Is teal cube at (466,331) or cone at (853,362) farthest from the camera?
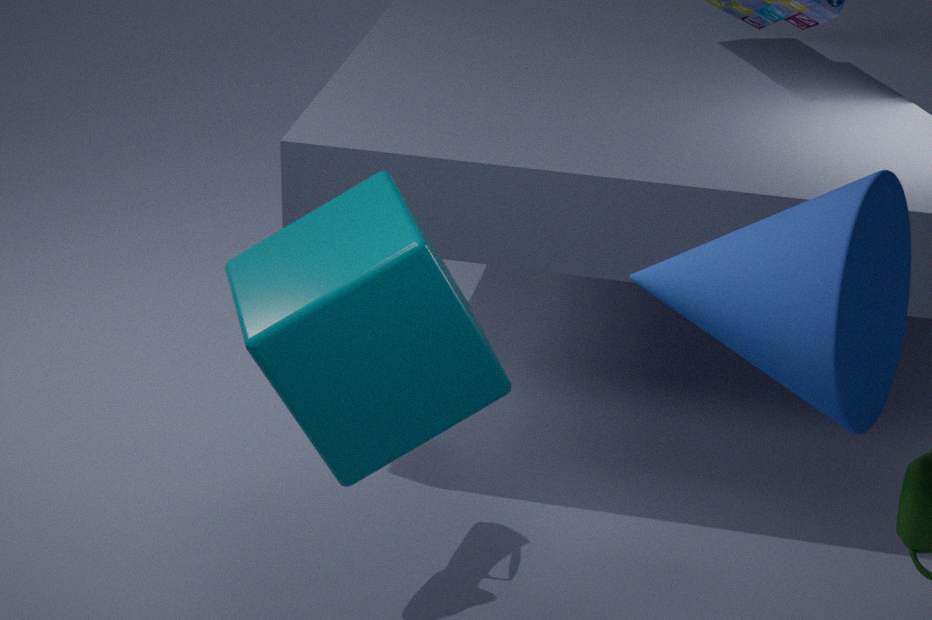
teal cube at (466,331)
